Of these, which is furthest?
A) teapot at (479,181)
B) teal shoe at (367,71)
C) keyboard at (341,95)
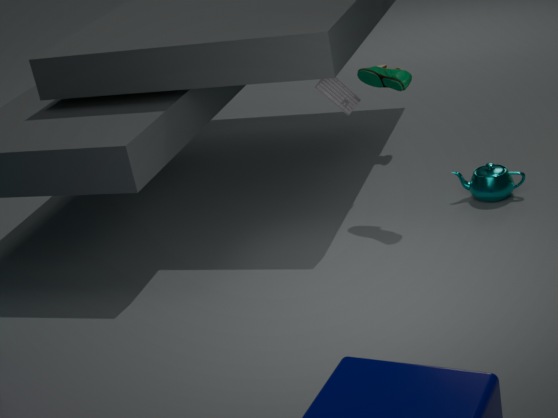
keyboard at (341,95)
